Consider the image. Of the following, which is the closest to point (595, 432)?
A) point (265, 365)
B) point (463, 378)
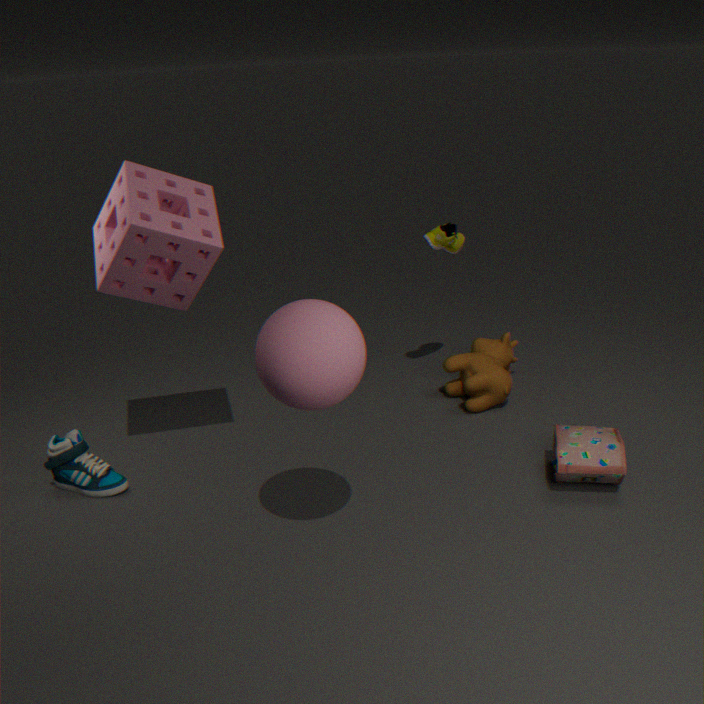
point (463, 378)
